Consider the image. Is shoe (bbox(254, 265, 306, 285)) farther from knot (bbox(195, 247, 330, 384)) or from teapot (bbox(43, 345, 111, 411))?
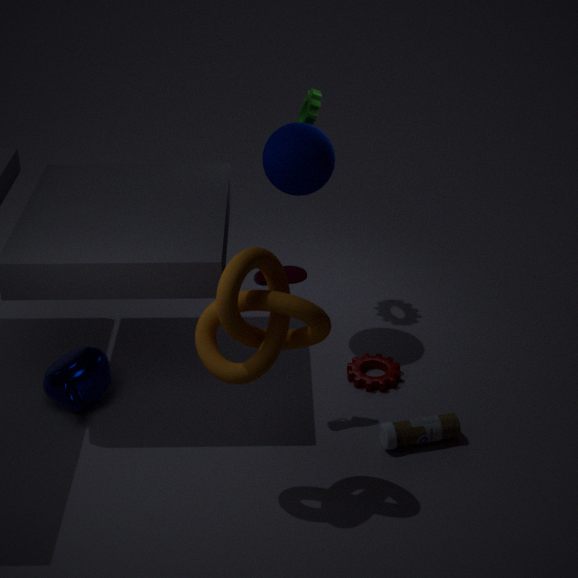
teapot (bbox(43, 345, 111, 411))
